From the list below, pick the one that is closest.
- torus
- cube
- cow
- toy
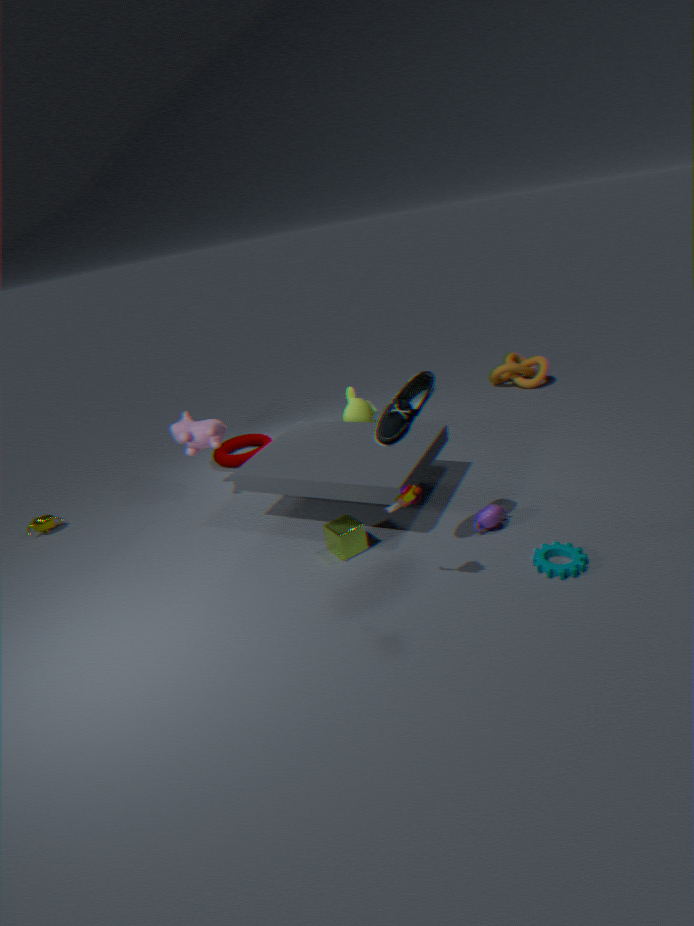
toy
